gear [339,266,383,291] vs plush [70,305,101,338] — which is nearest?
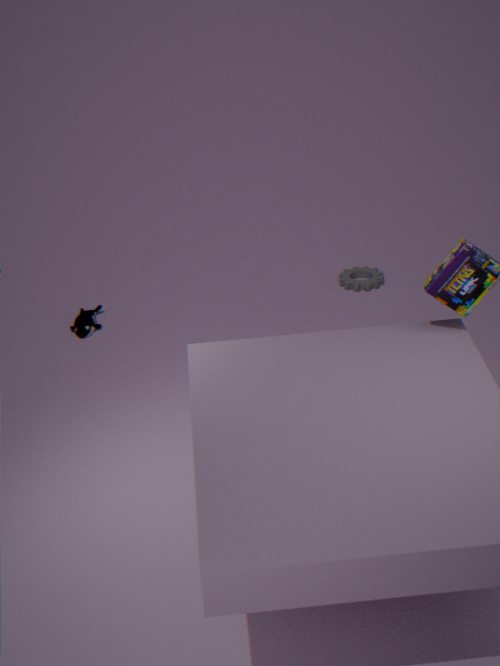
plush [70,305,101,338]
